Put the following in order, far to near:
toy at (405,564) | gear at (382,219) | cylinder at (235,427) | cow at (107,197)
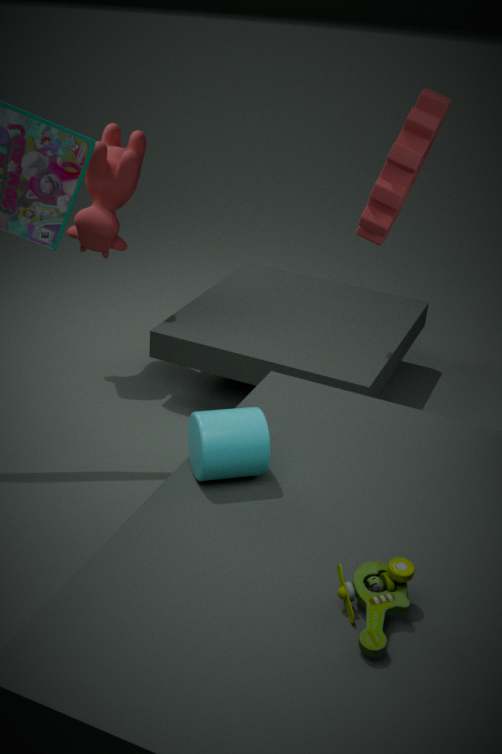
cow at (107,197) → gear at (382,219) → cylinder at (235,427) → toy at (405,564)
